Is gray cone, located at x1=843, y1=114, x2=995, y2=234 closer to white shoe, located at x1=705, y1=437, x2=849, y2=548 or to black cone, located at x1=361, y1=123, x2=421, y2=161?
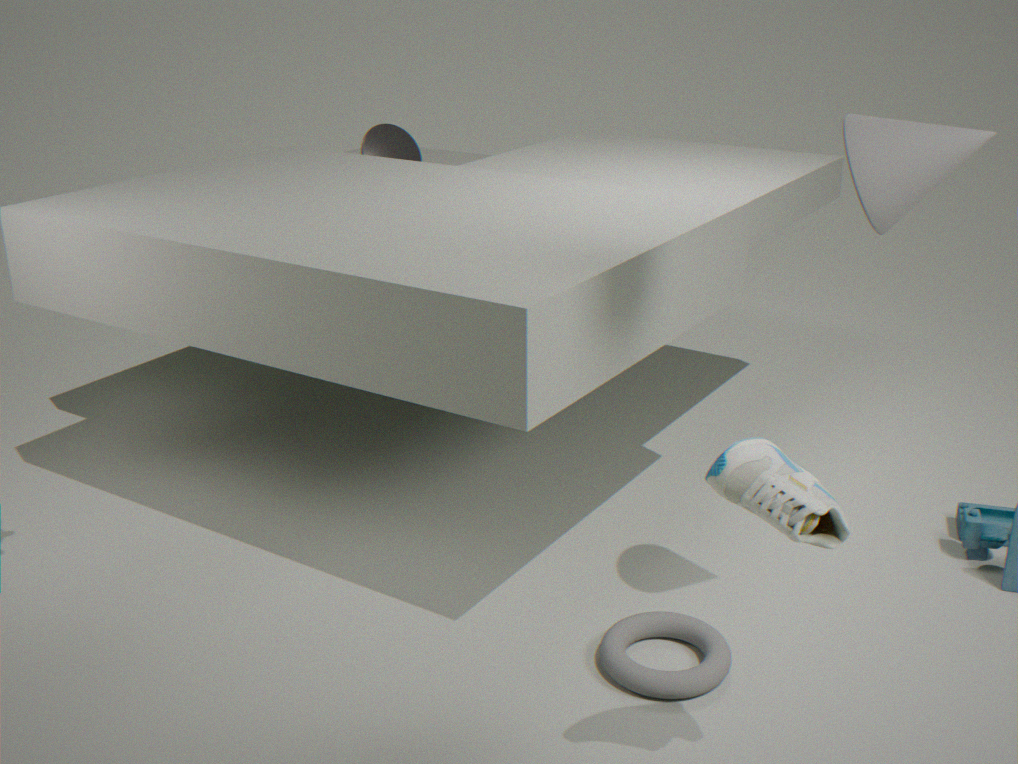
white shoe, located at x1=705, y1=437, x2=849, y2=548
